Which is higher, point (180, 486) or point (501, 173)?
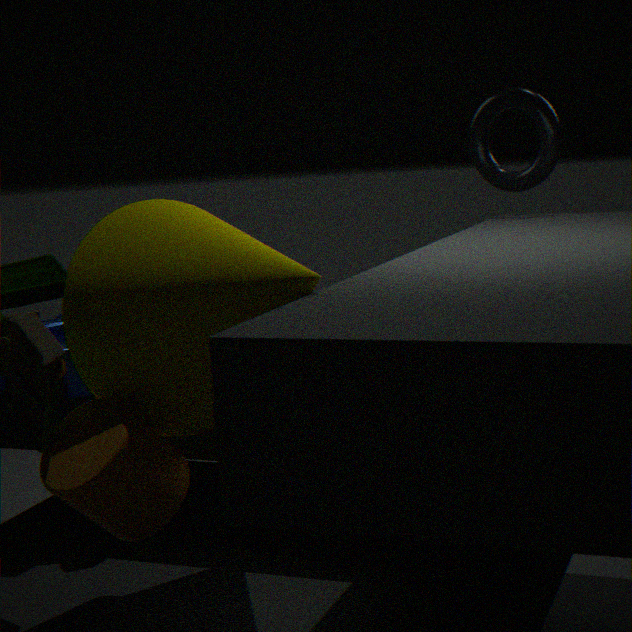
point (501, 173)
